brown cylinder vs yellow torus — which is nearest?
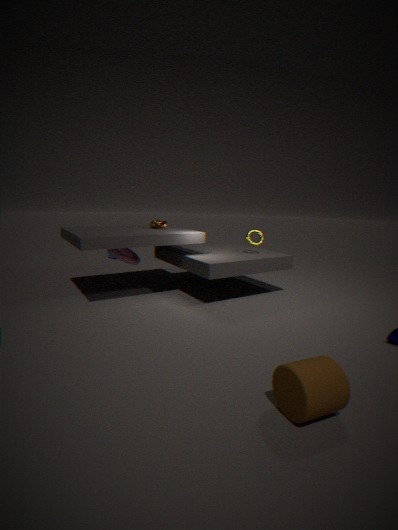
brown cylinder
